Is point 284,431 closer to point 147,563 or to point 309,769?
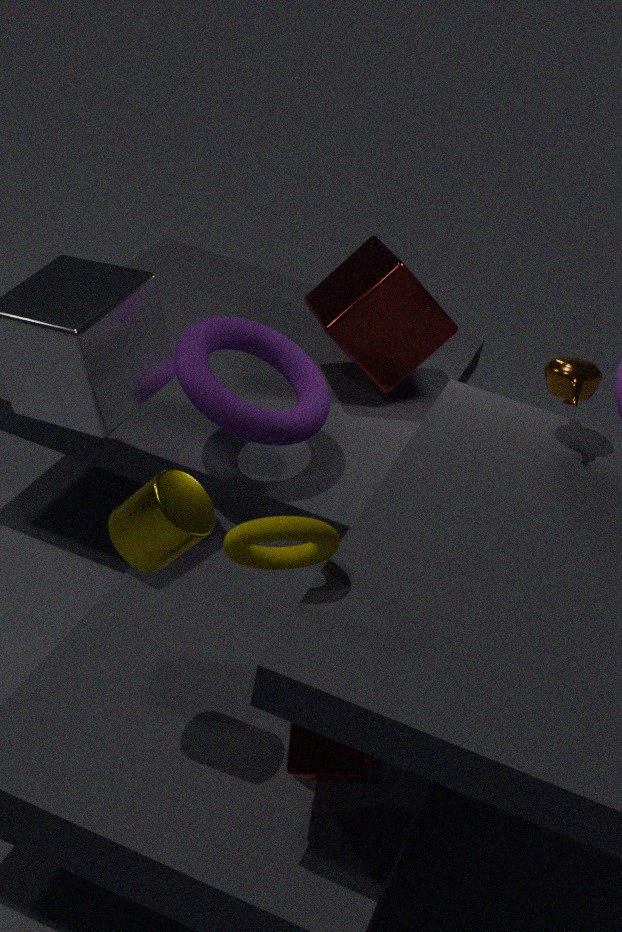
point 147,563
